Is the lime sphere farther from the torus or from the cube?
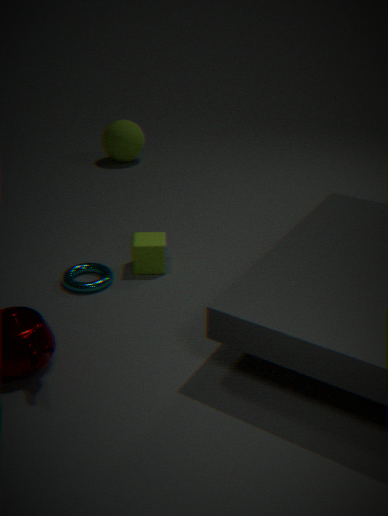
the torus
